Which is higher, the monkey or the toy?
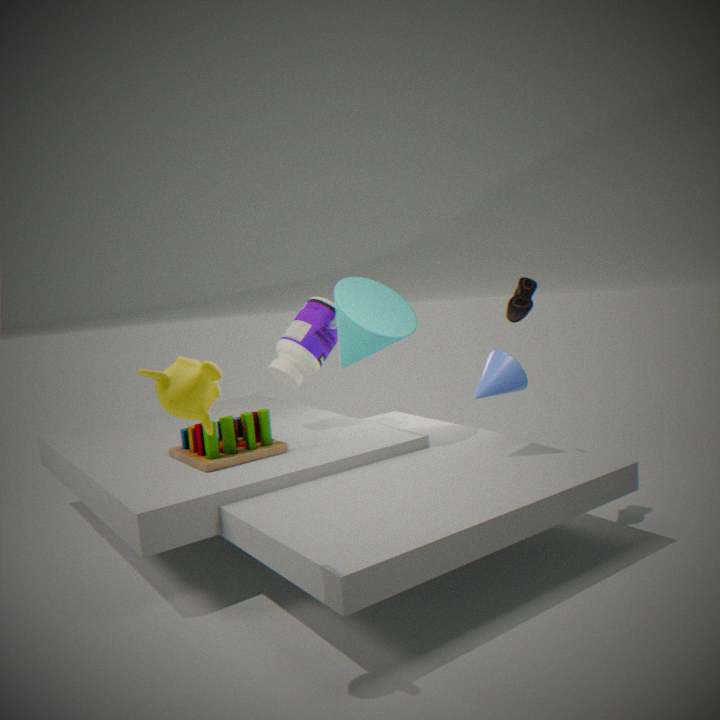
the monkey
